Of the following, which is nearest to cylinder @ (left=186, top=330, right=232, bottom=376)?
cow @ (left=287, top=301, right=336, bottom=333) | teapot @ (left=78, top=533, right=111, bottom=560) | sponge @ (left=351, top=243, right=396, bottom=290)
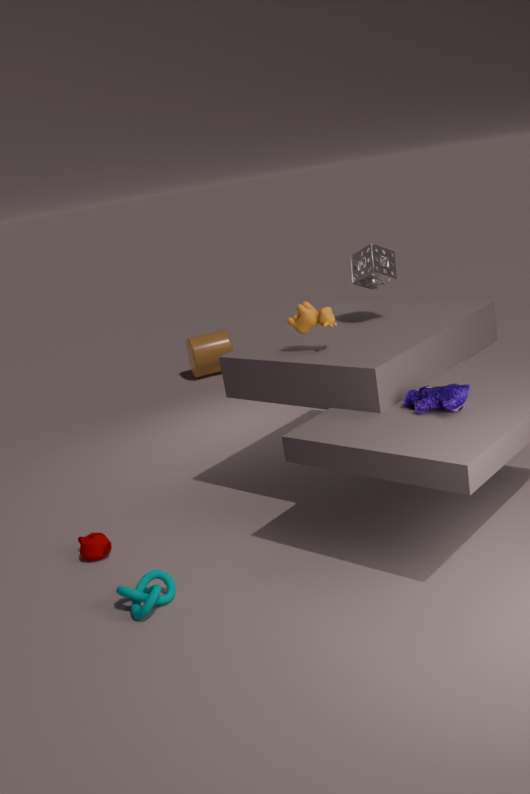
sponge @ (left=351, top=243, right=396, bottom=290)
